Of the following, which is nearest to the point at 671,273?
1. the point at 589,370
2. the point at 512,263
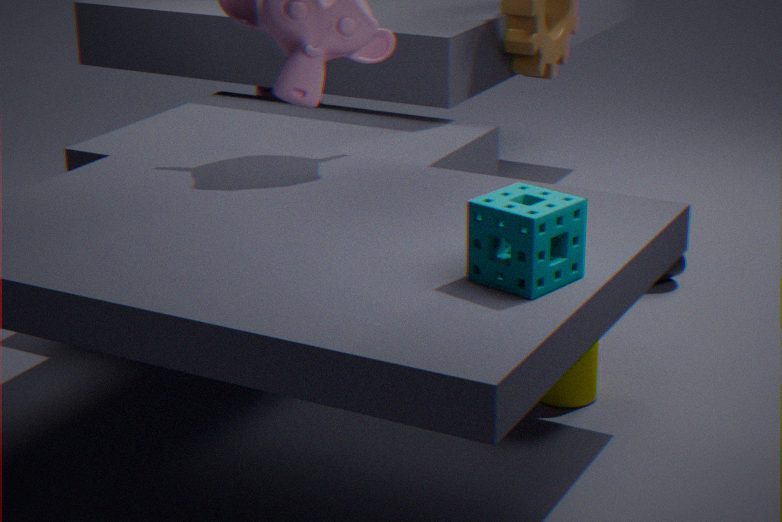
the point at 589,370
